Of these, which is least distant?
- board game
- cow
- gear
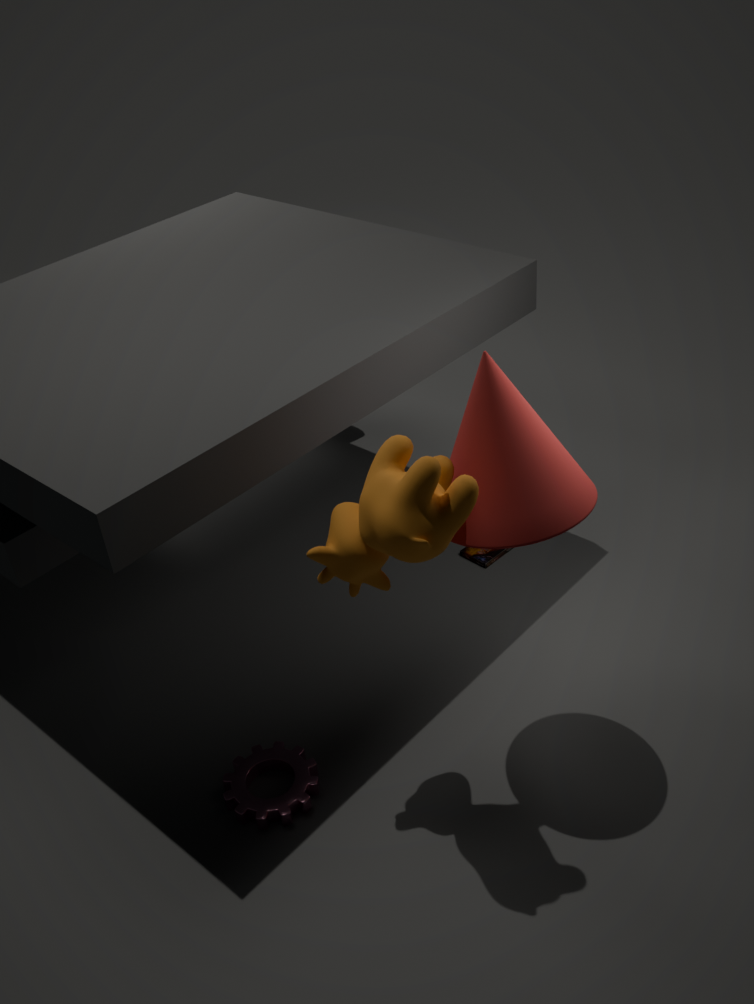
cow
